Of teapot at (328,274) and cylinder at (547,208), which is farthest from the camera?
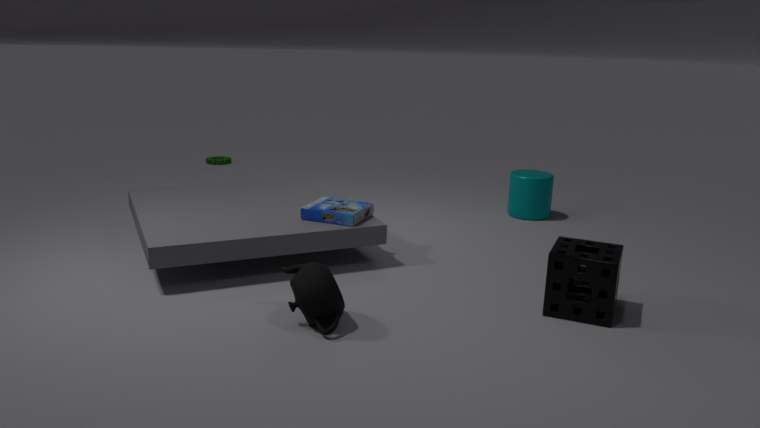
cylinder at (547,208)
